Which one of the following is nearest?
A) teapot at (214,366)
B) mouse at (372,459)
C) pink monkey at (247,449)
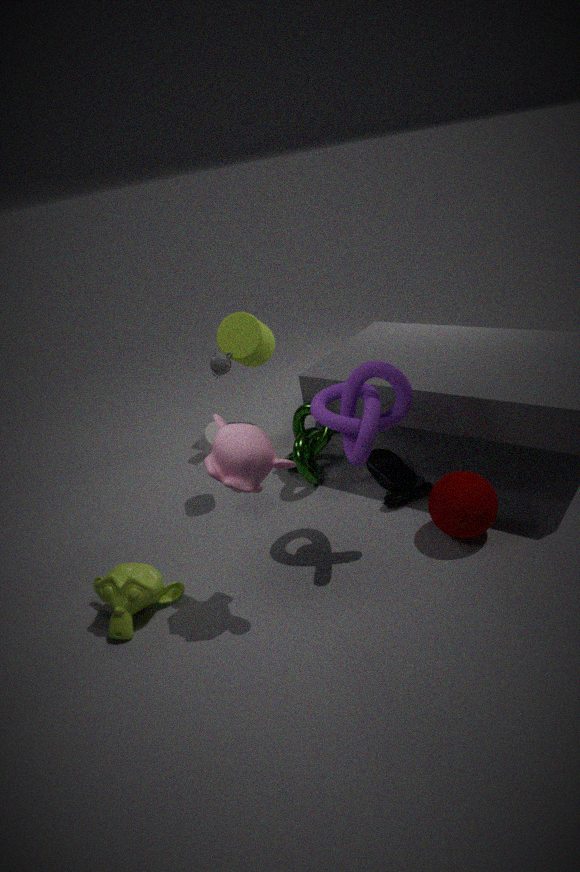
pink monkey at (247,449)
